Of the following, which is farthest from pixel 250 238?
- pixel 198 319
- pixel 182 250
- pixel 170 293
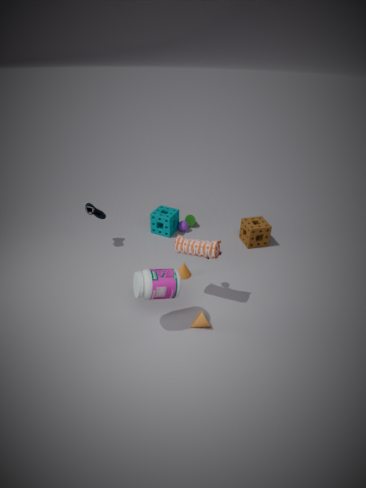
pixel 170 293
